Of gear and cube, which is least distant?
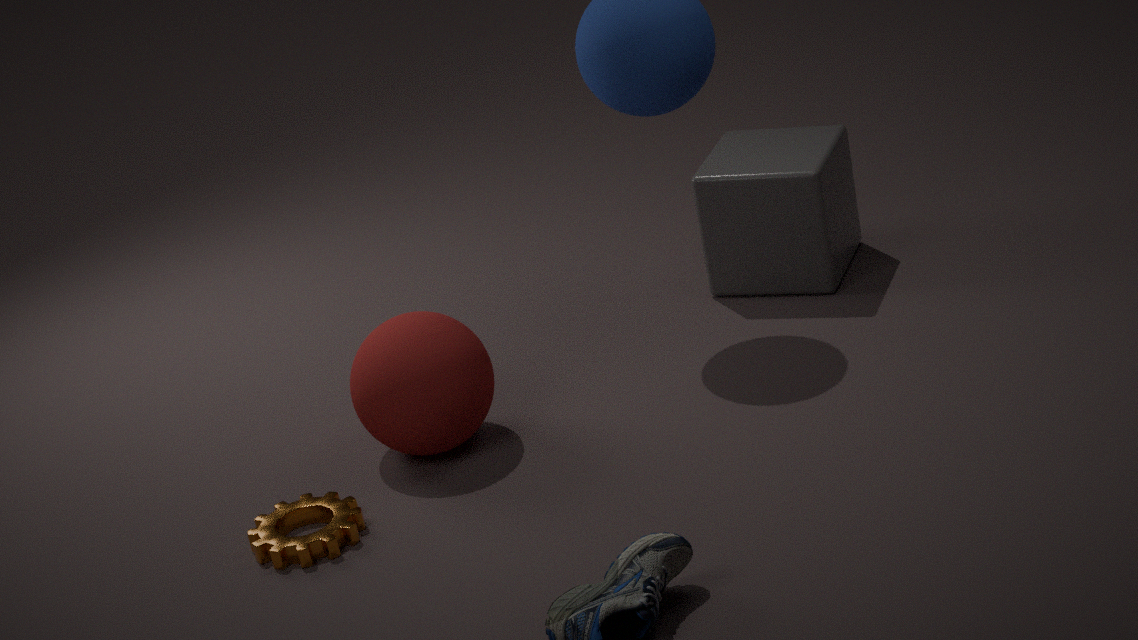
gear
